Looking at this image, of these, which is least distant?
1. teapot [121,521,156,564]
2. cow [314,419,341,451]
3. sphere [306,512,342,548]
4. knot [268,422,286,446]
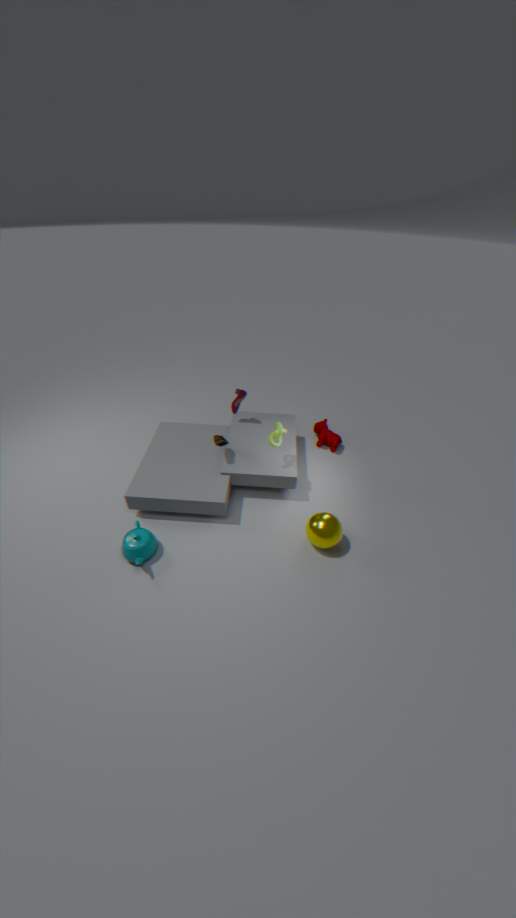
teapot [121,521,156,564]
